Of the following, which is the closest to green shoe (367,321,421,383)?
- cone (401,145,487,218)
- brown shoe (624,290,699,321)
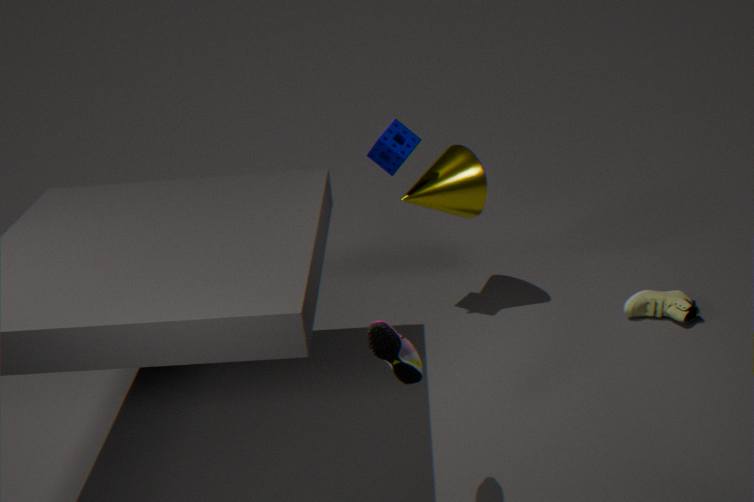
cone (401,145,487,218)
